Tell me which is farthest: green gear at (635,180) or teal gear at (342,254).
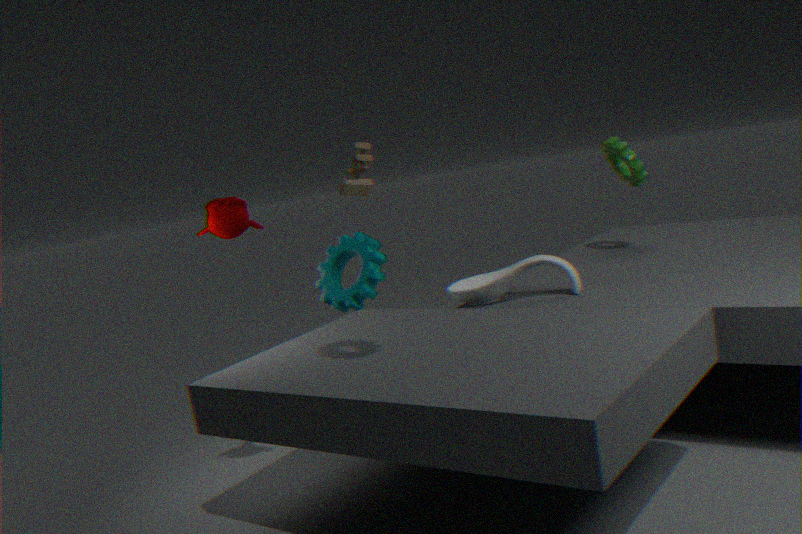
green gear at (635,180)
